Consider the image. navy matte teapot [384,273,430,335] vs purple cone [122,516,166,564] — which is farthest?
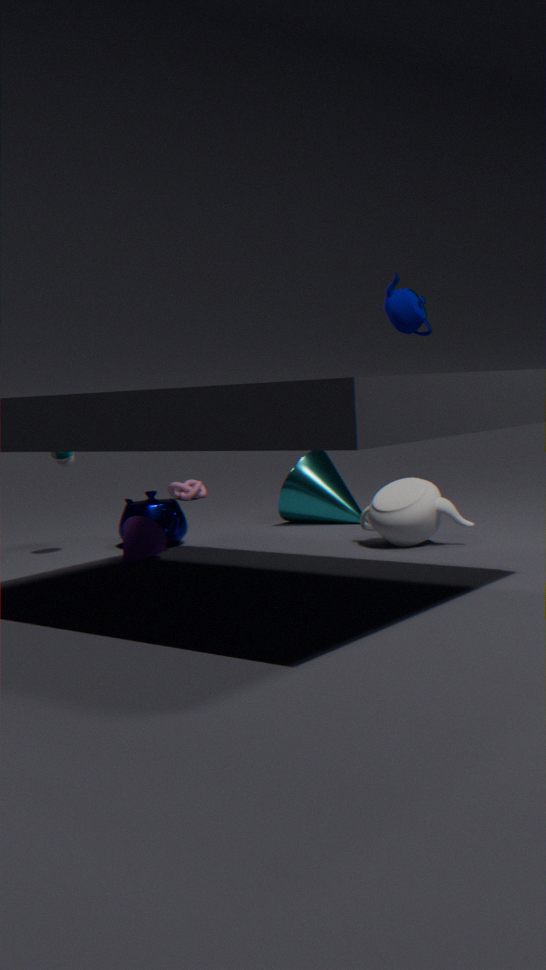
purple cone [122,516,166,564]
